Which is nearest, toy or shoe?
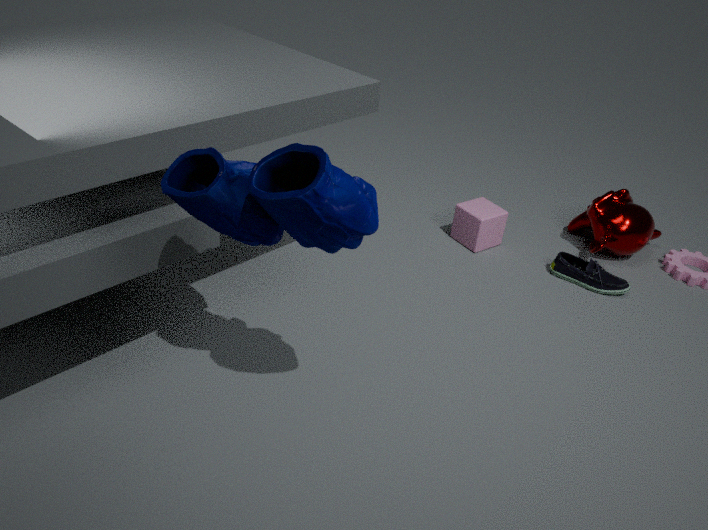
toy
